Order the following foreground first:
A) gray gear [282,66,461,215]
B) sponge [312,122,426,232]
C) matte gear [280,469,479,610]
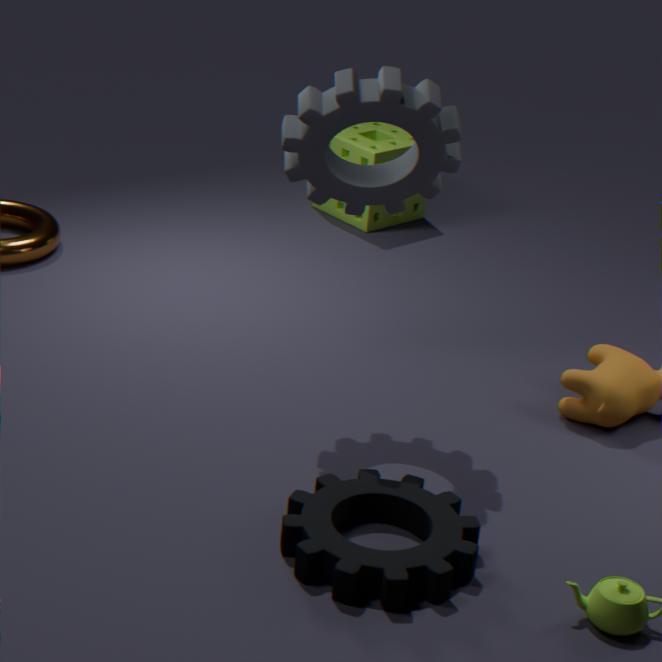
matte gear [280,469,479,610], gray gear [282,66,461,215], sponge [312,122,426,232]
